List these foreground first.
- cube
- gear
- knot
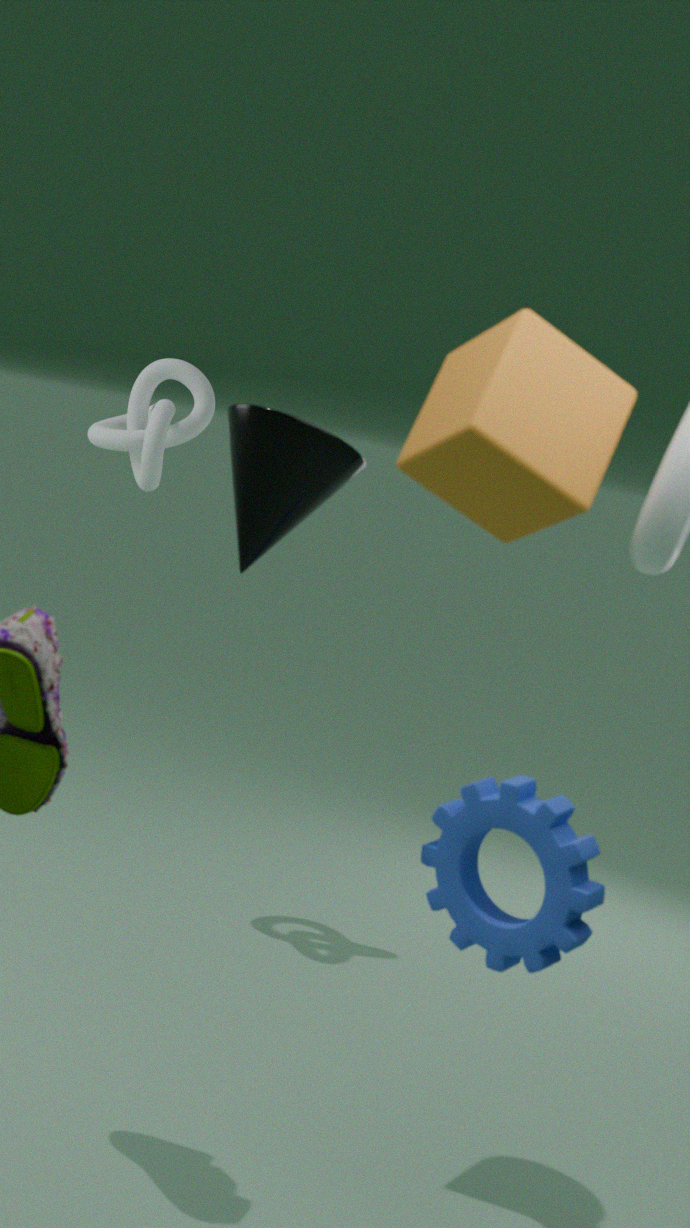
1. cube
2. gear
3. knot
